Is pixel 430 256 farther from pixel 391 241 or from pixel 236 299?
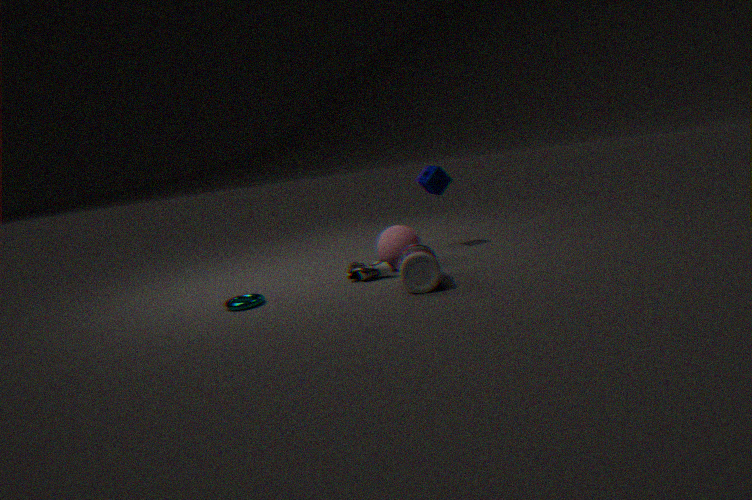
pixel 236 299
